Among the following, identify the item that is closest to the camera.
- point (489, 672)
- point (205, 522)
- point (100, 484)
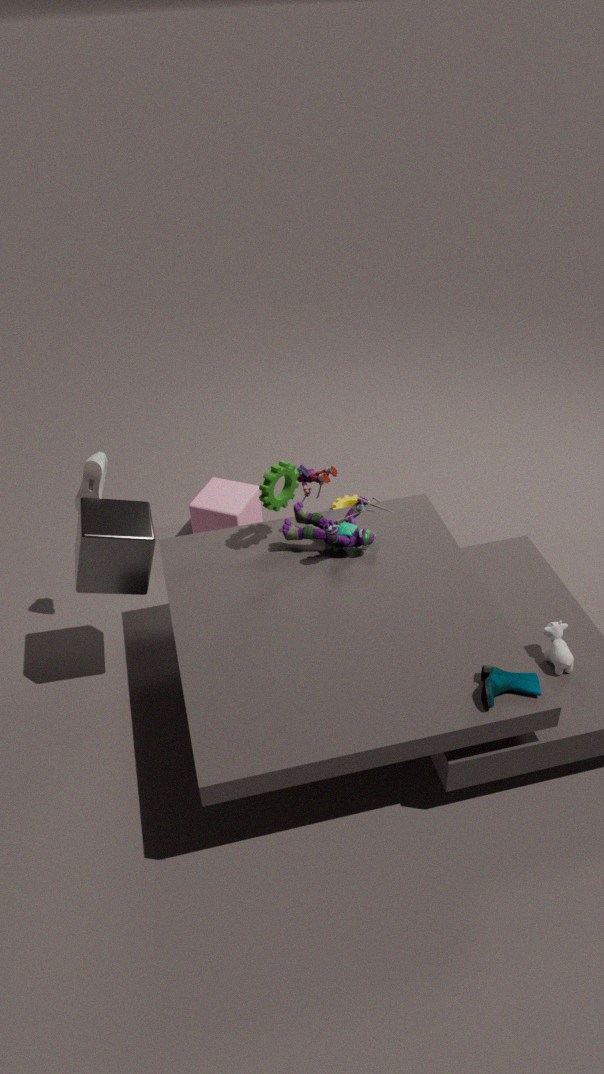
point (489, 672)
